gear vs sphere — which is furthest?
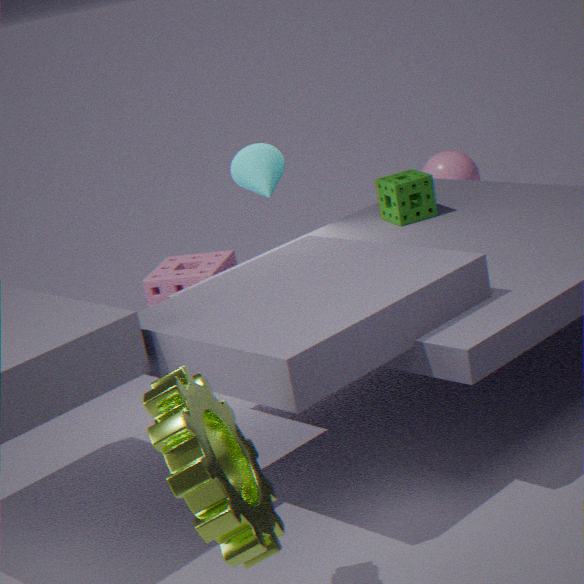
sphere
